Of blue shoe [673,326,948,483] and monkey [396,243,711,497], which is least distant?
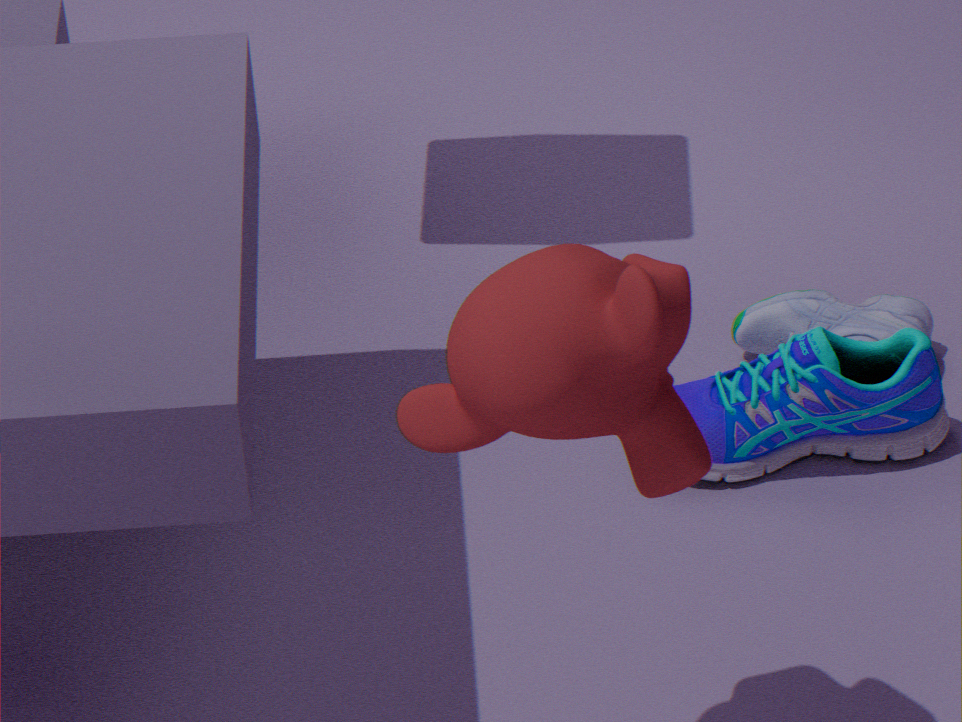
monkey [396,243,711,497]
